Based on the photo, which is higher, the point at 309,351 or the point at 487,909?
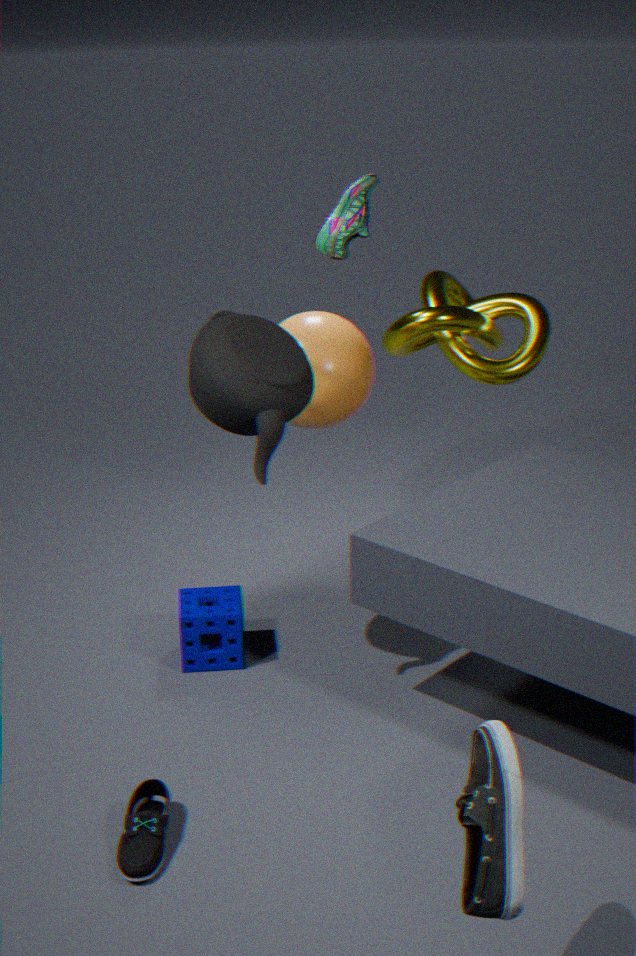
the point at 309,351
